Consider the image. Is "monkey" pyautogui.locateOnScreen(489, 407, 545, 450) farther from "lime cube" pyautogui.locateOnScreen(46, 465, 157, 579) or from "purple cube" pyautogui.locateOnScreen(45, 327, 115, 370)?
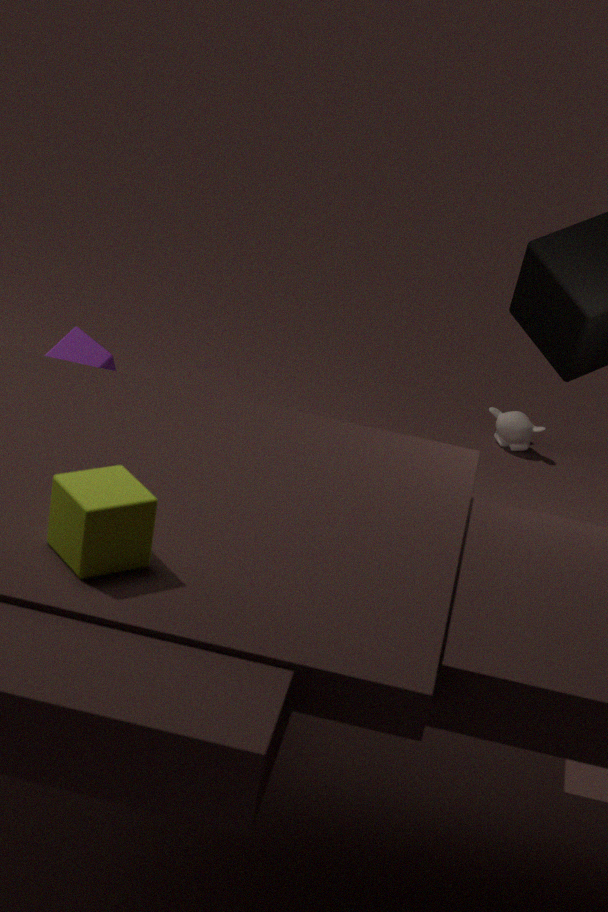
"lime cube" pyautogui.locateOnScreen(46, 465, 157, 579)
